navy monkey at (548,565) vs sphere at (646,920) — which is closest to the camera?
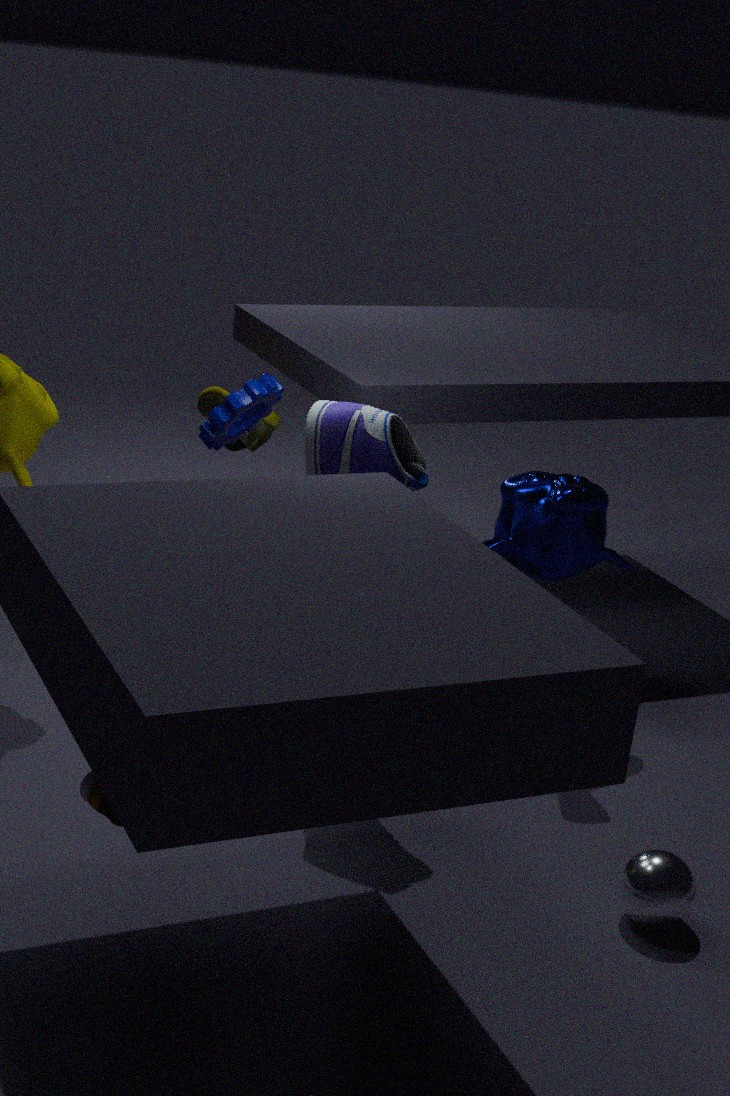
sphere at (646,920)
